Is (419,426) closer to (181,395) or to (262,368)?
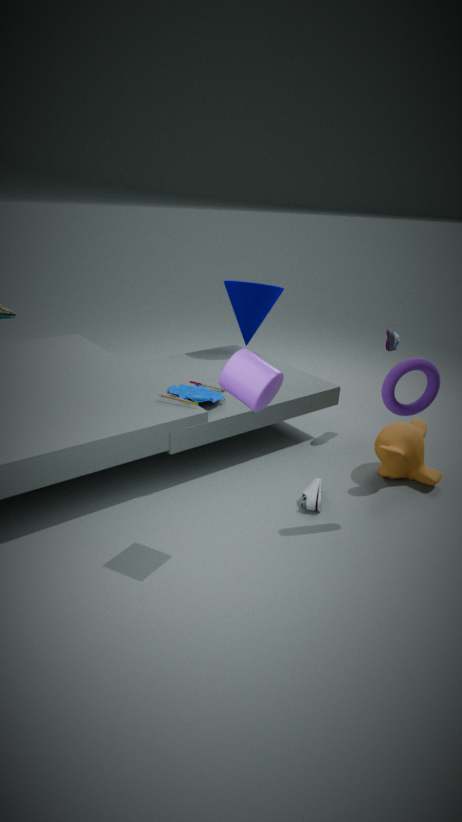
(181,395)
